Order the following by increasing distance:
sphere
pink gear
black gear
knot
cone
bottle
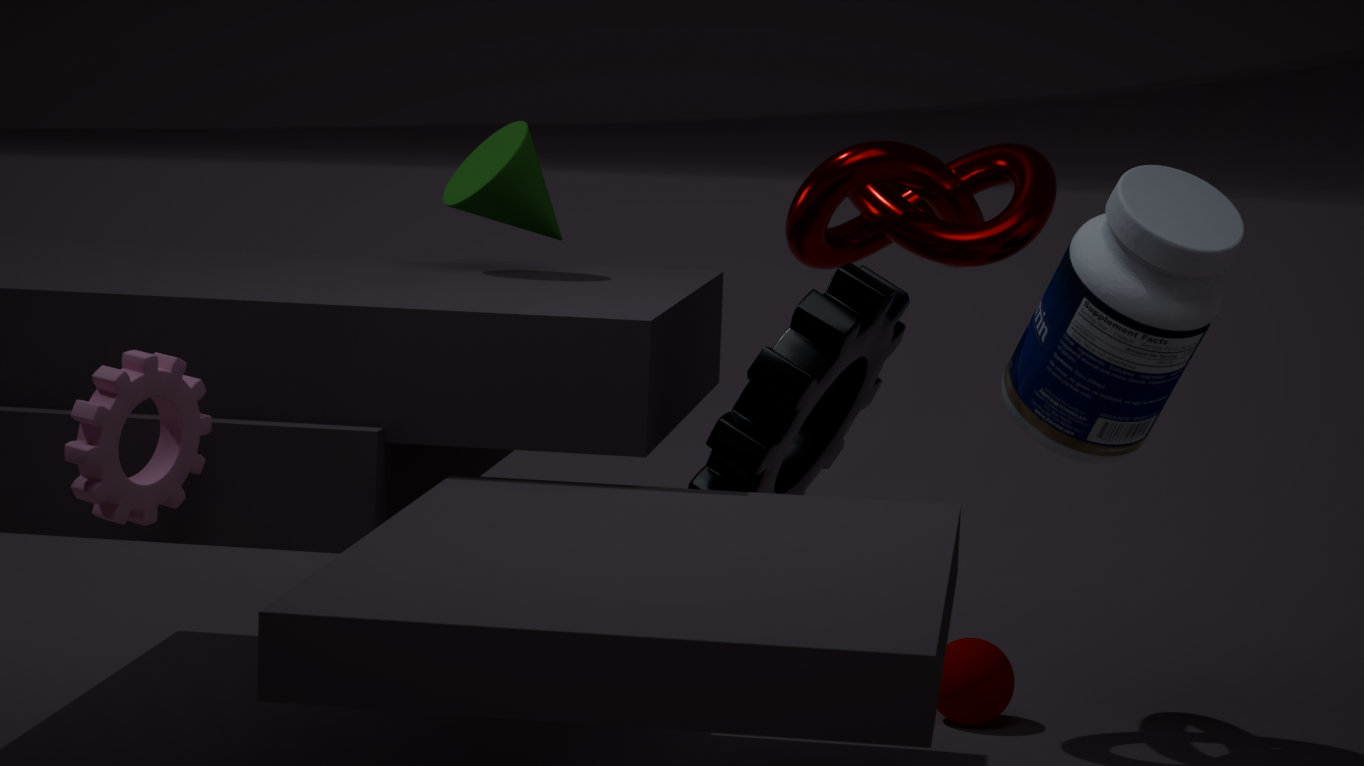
pink gear, black gear, bottle, cone, knot, sphere
